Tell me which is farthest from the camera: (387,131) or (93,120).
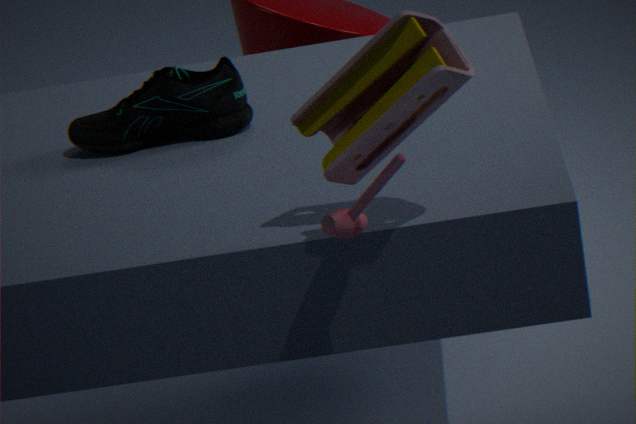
(93,120)
